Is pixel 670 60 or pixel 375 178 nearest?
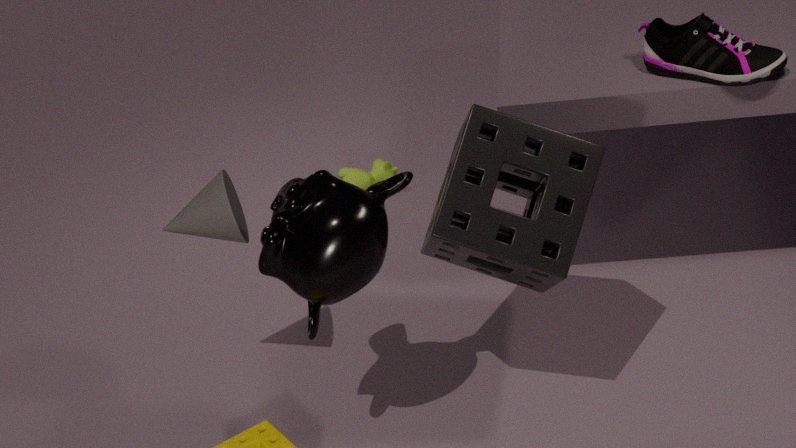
pixel 670 60
